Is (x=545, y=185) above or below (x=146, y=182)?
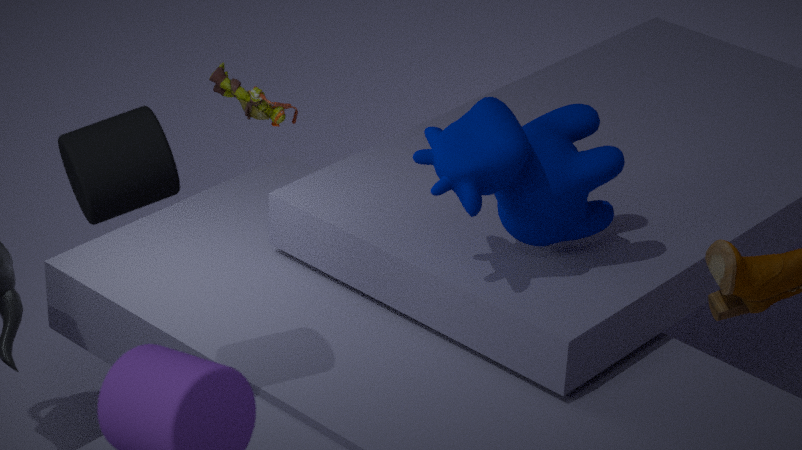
below
